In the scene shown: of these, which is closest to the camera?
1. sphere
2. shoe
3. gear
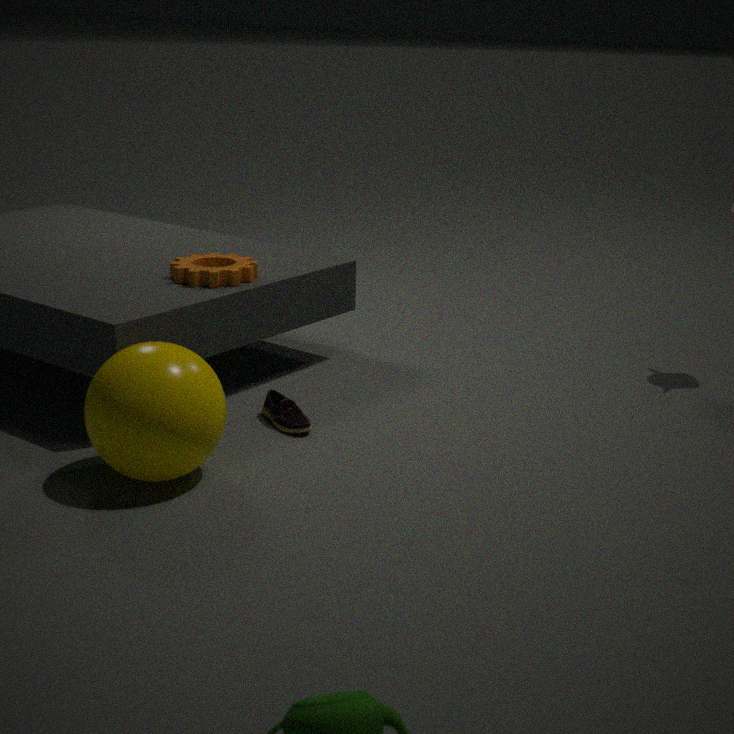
sphere
